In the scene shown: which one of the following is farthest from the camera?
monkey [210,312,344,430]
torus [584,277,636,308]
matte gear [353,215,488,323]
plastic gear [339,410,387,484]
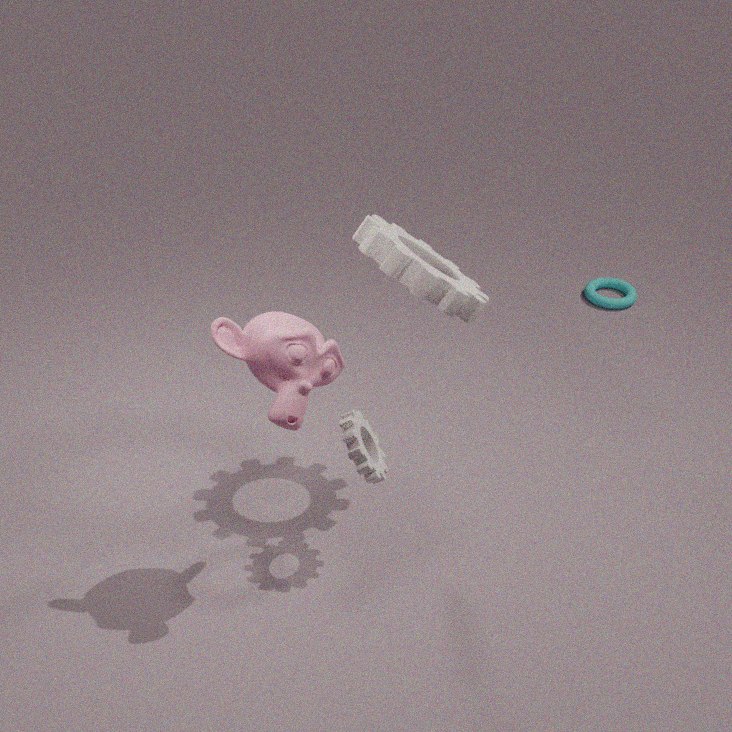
torus [584,277,636,308]
